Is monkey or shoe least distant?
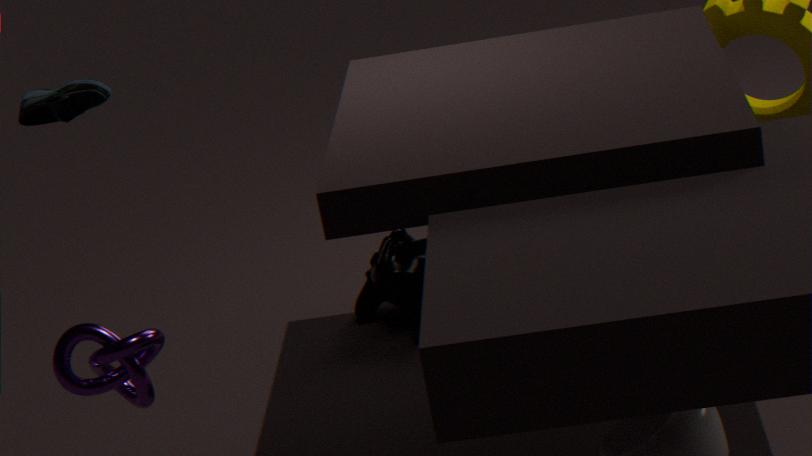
shoe
